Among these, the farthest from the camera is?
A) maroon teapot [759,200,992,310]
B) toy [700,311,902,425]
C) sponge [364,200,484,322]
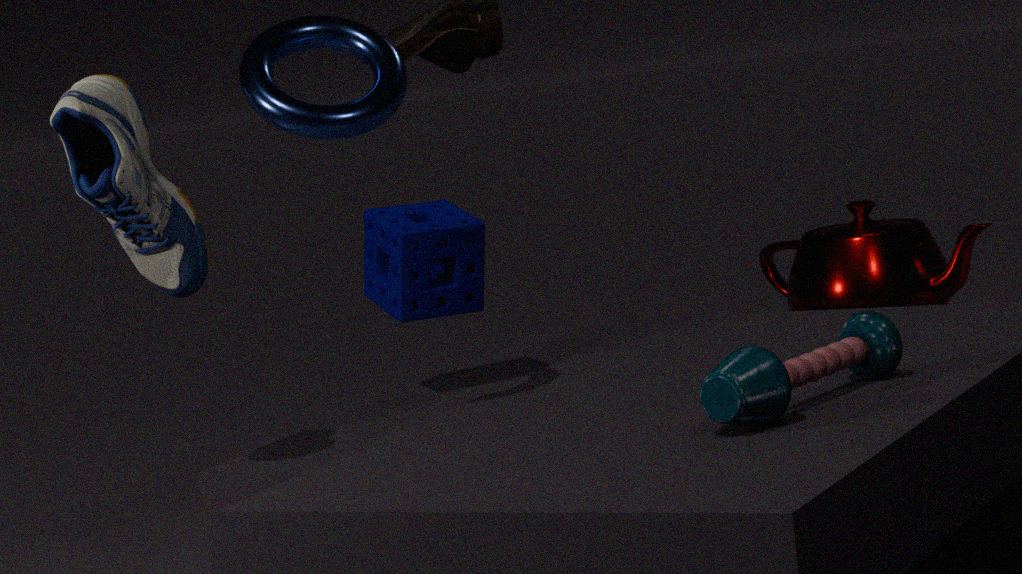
maroon teapot [759,200,992,310]
